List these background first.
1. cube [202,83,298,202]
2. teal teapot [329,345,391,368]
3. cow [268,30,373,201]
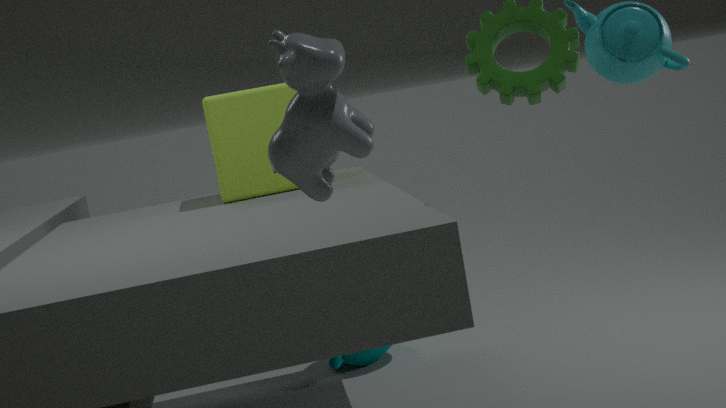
teal teapot [329,345,391,368] < cube [202,83,298,202] < cow [268,30,373,201]
